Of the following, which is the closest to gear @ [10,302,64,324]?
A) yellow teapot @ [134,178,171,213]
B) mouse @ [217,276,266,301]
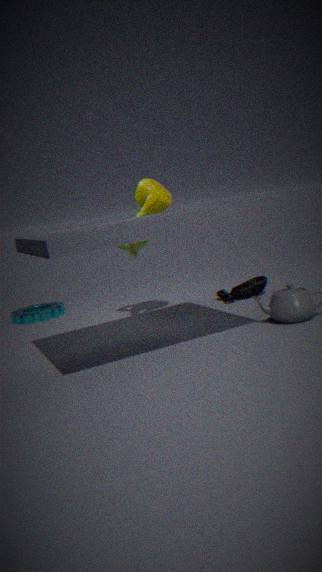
yellow teapot @ [134,178,171,213]
